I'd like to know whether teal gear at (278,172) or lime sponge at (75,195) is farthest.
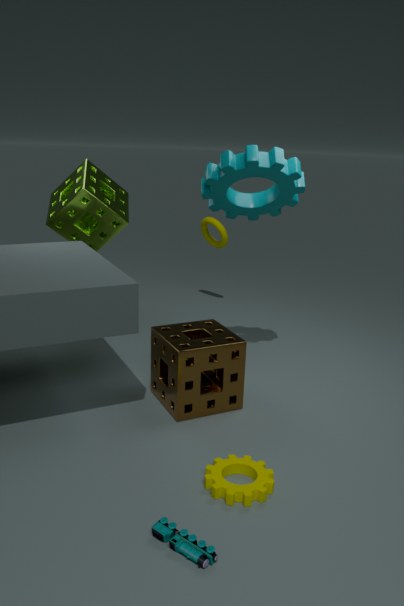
lime sponge at (75,195)
